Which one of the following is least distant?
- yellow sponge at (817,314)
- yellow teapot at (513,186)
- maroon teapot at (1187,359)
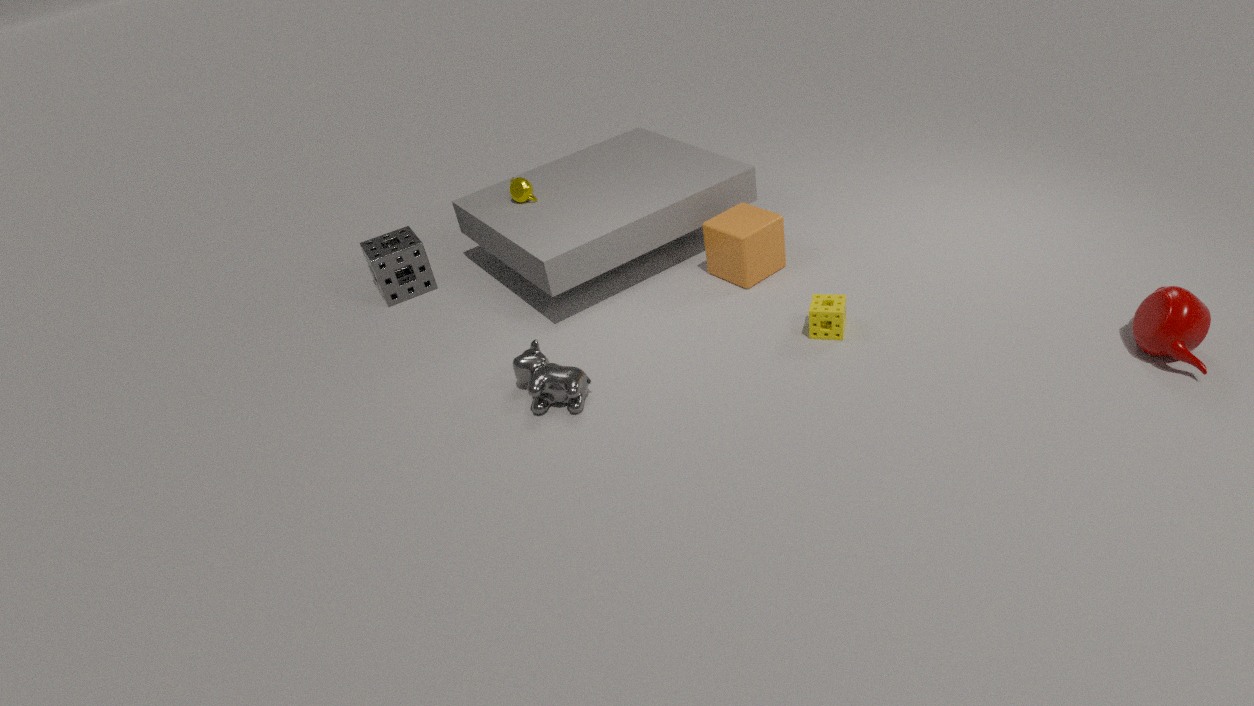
maroon teapot at (1187,359)
